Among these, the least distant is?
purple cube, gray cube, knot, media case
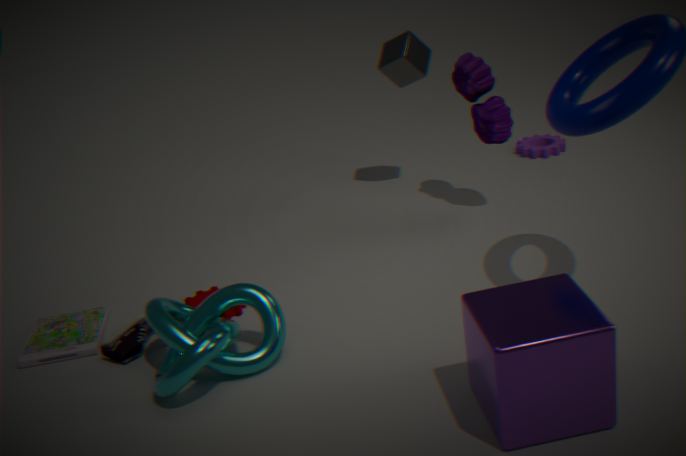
purple cube
